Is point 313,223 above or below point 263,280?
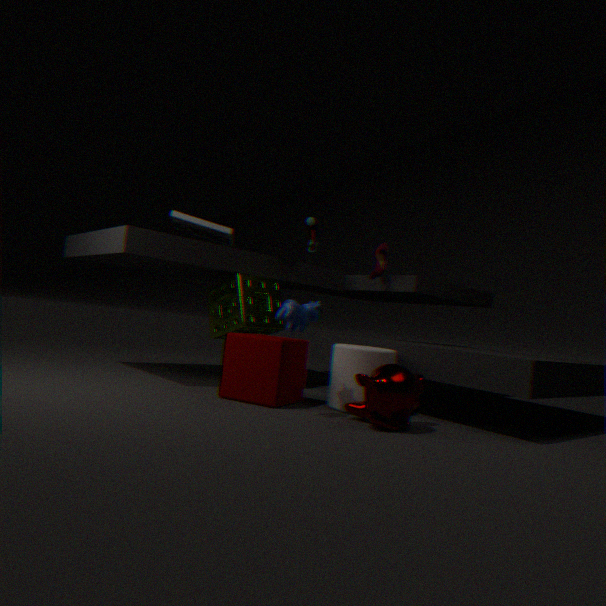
above
